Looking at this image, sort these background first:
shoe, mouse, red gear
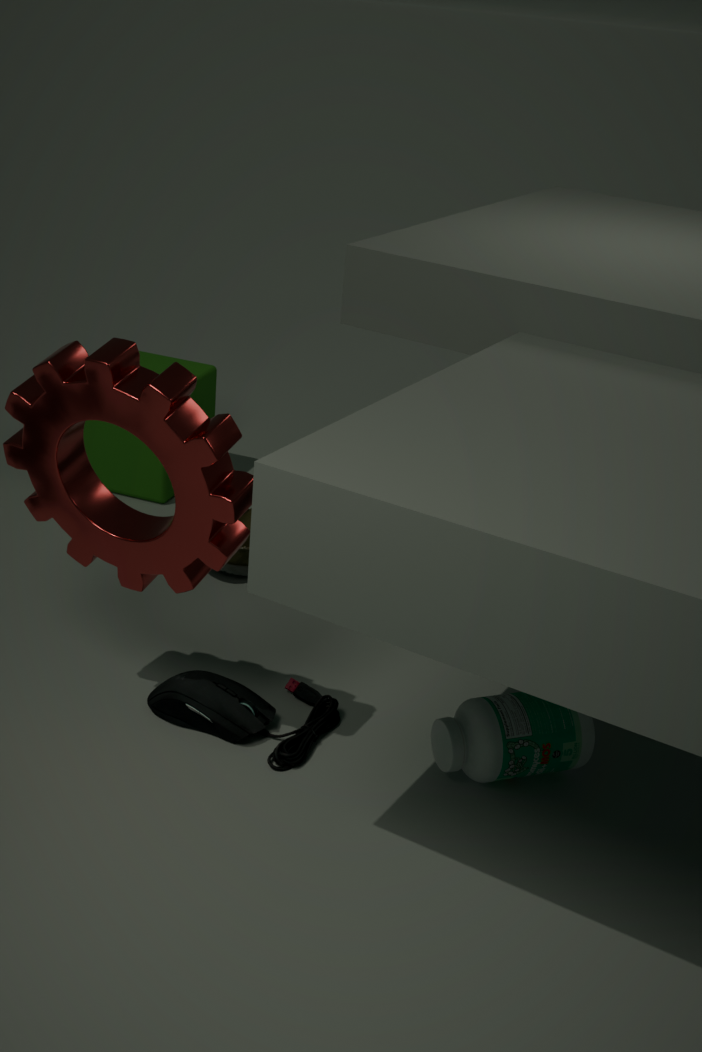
1. shoe
2. mouse
3. red gear
